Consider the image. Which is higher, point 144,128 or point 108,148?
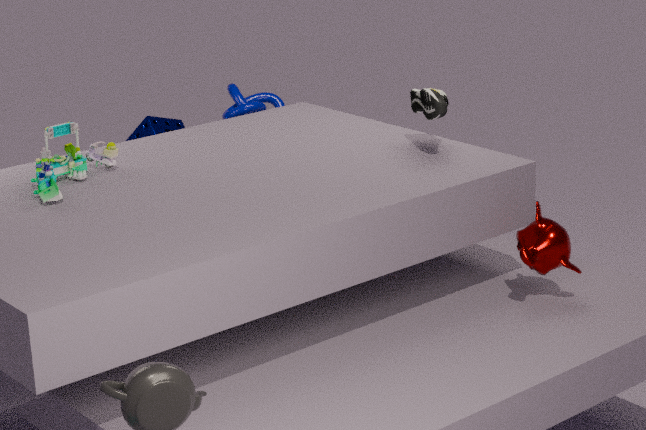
point 108,148
